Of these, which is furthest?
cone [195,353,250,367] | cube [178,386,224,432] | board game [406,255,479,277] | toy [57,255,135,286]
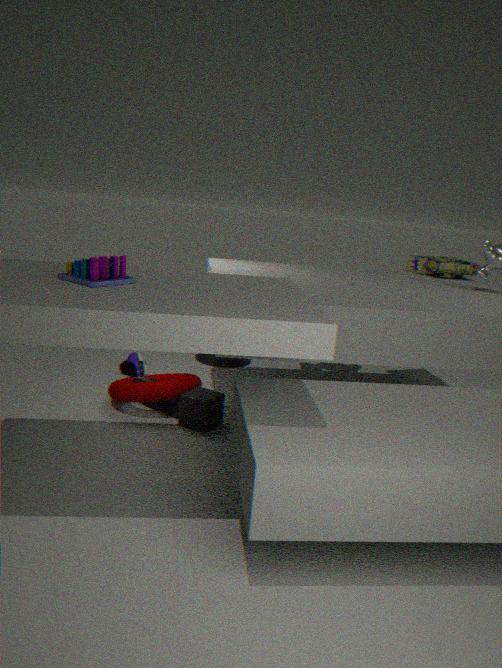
cone [195,353,250,367]
